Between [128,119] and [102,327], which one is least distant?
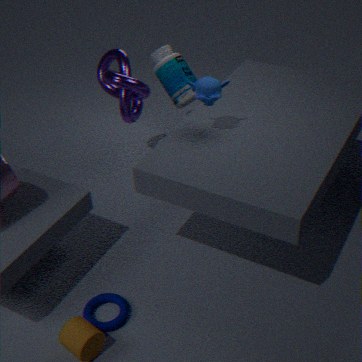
[102,327]
